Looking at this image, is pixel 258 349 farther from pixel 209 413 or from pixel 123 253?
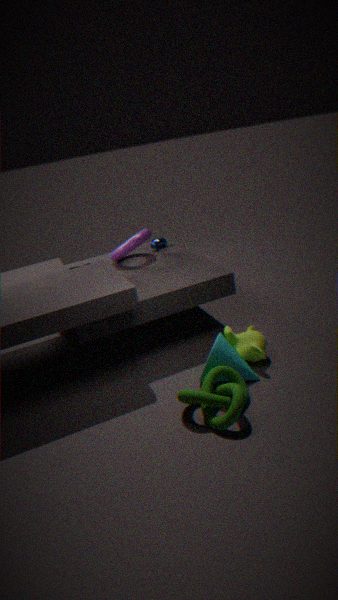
pixel 123 253
